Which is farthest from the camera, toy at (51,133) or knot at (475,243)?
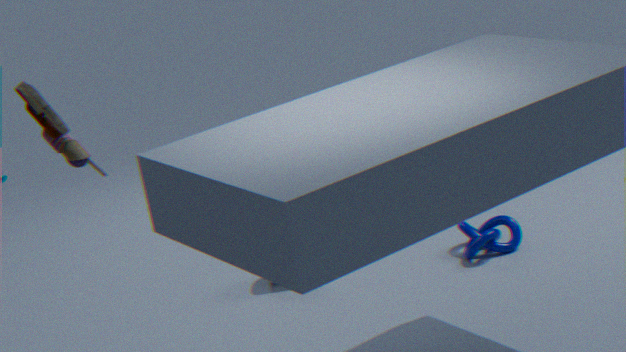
knot at (475,243)
